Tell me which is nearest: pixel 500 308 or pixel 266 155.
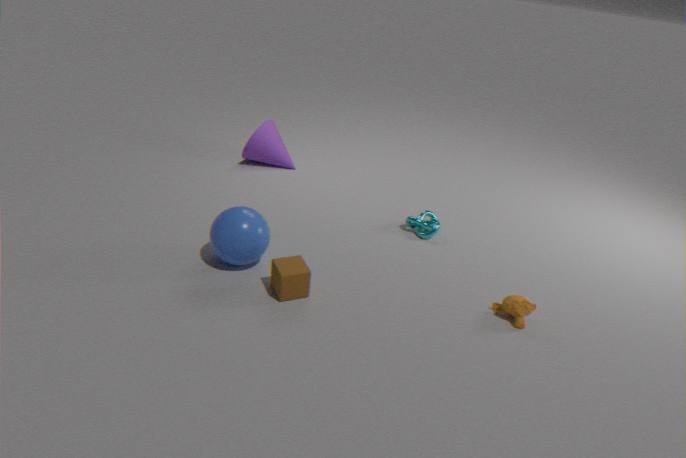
pixel 500 308
